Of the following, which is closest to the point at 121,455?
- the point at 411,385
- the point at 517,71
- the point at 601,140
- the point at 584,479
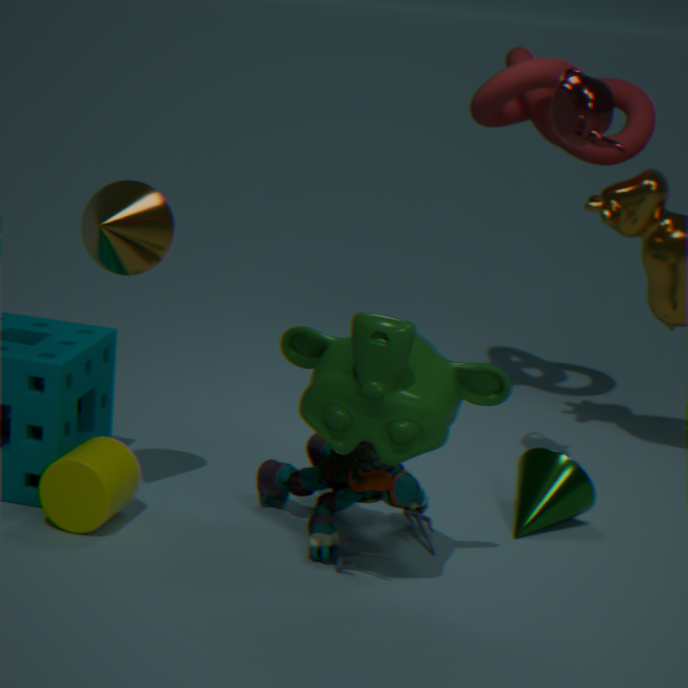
the point at 411,385
